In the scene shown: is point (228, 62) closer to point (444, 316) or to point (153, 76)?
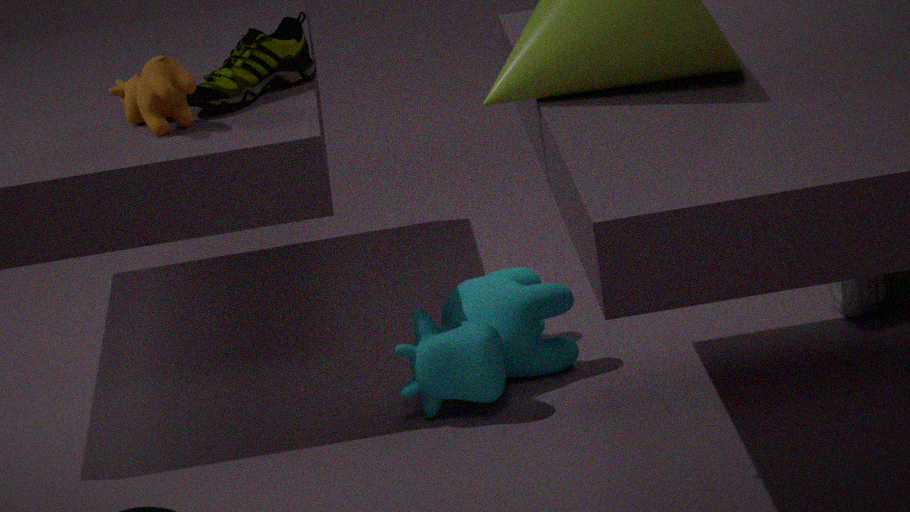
point (153, 76)
